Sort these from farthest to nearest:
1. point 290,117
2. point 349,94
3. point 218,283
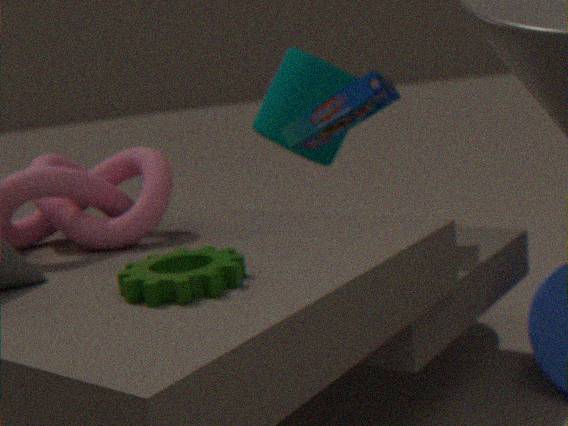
point 290,117, point 349,94, point 218,283
